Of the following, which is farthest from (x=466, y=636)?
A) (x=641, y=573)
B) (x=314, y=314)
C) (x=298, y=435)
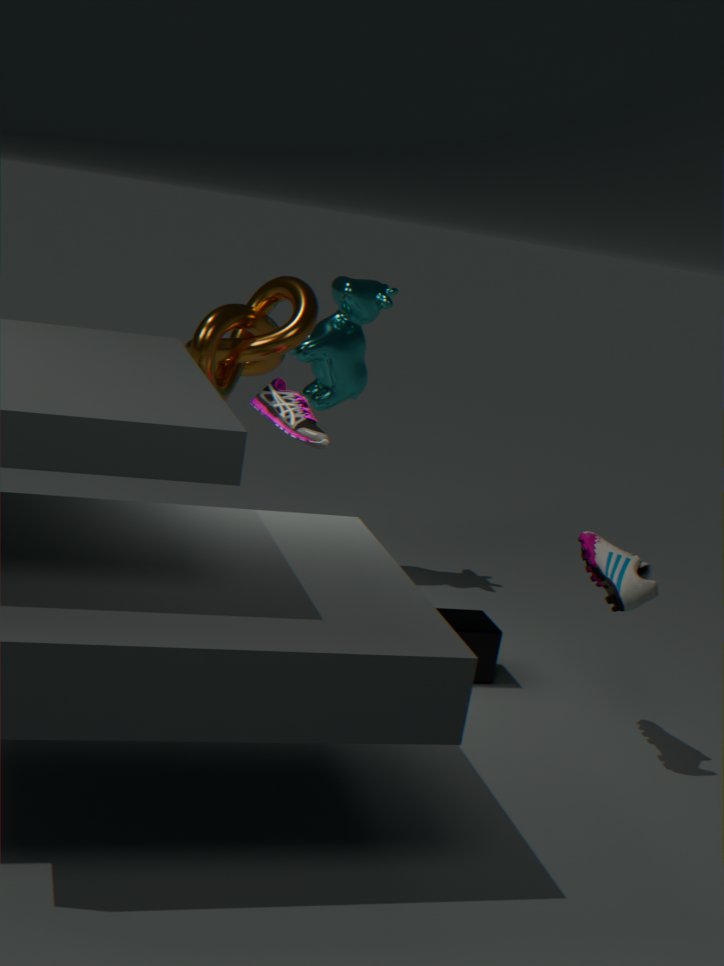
(x=314, y=314)
